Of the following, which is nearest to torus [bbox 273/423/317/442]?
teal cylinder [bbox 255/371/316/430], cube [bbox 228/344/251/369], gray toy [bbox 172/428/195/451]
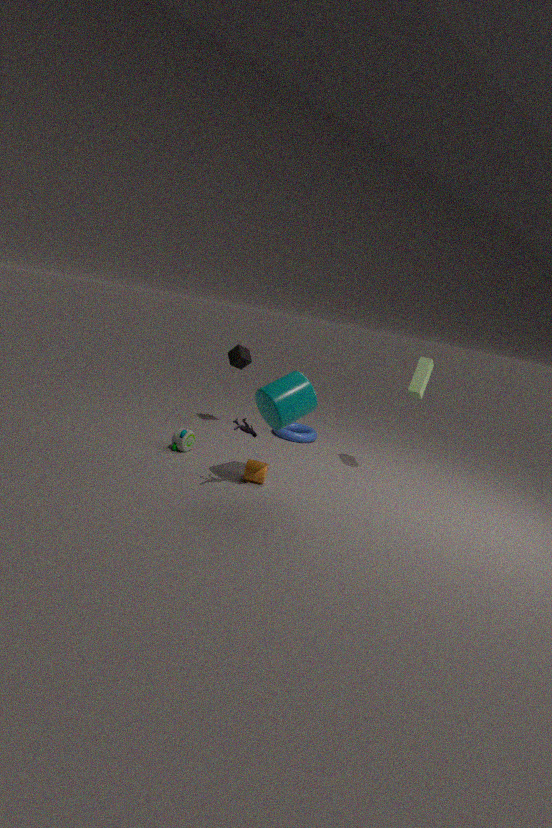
cube [bbox 228/344/251/369]
